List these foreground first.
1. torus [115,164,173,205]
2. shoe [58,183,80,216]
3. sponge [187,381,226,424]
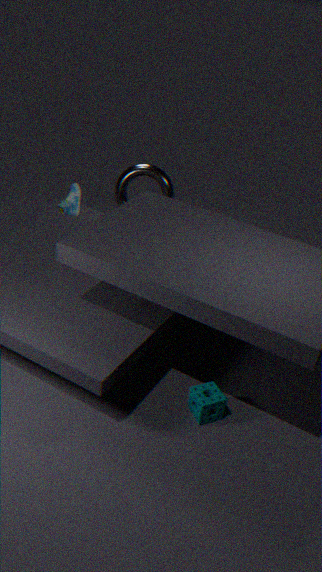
sponge [187,381,226,424] < shoe [58,183,80,216] < torus [115,164,173,205]
